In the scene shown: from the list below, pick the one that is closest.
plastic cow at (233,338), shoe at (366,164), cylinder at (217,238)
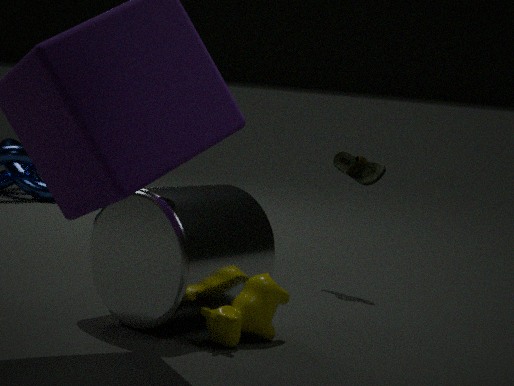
plastic cow at (233,338)
